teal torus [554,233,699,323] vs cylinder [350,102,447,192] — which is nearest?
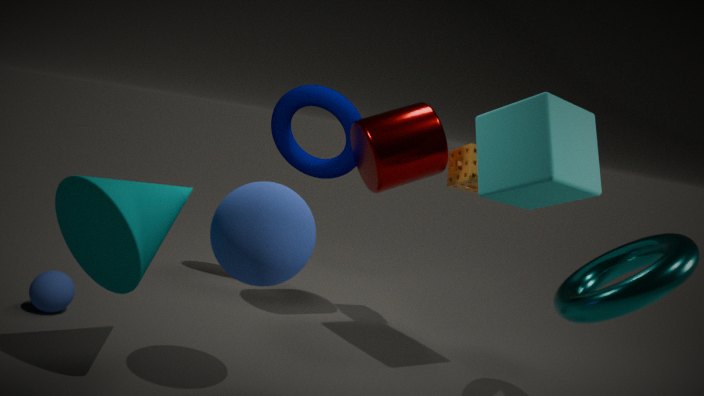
teal torus [554,233,699,323]
